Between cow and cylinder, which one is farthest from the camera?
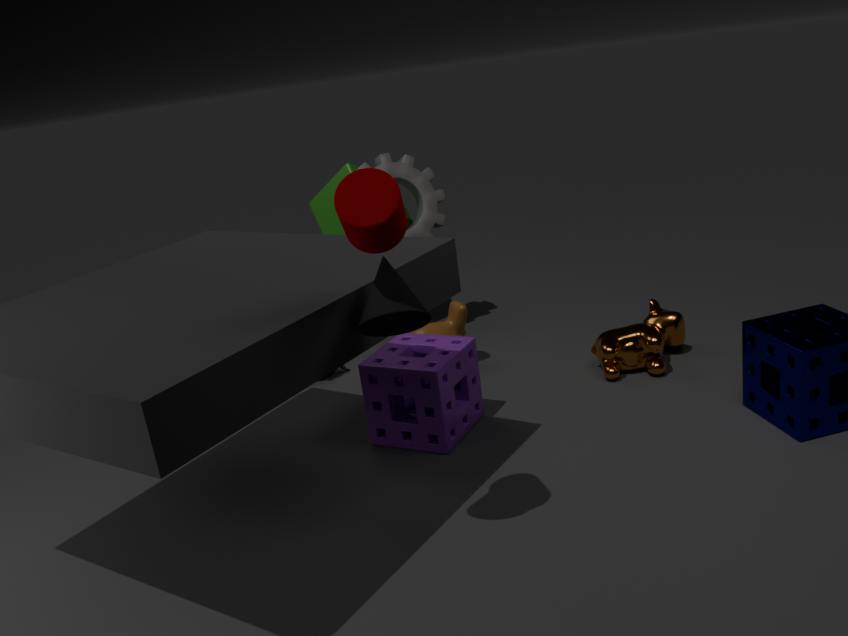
cow
